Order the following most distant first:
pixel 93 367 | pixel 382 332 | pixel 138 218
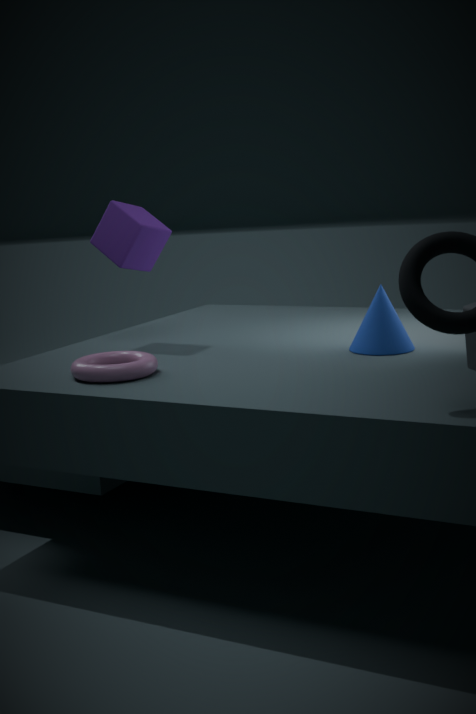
pixel 138 218
pixel 382 332
pixel 93 367
